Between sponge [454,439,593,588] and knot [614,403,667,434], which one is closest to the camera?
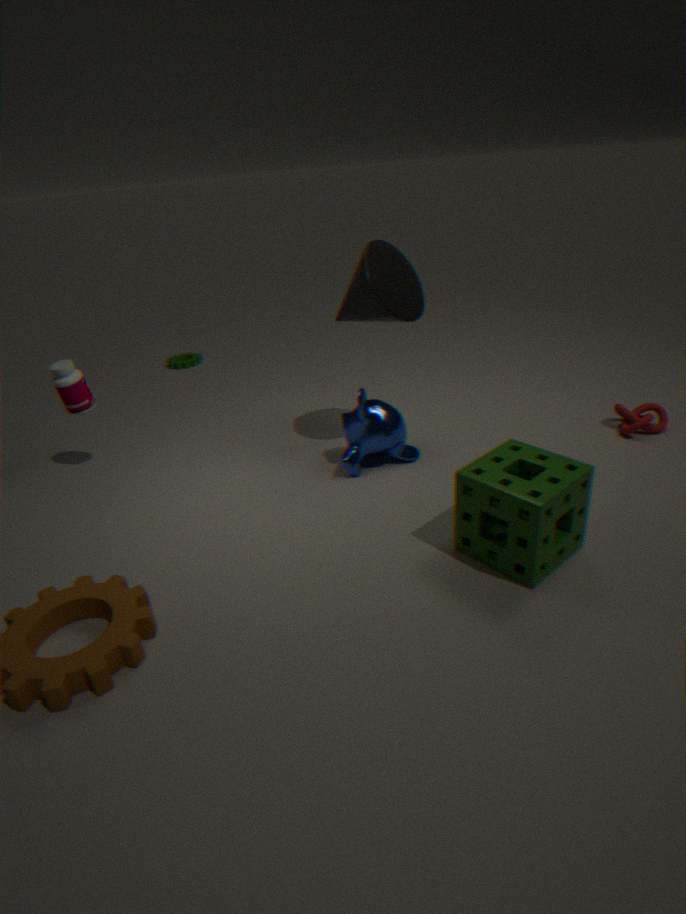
sponge [454,439,593,588]
